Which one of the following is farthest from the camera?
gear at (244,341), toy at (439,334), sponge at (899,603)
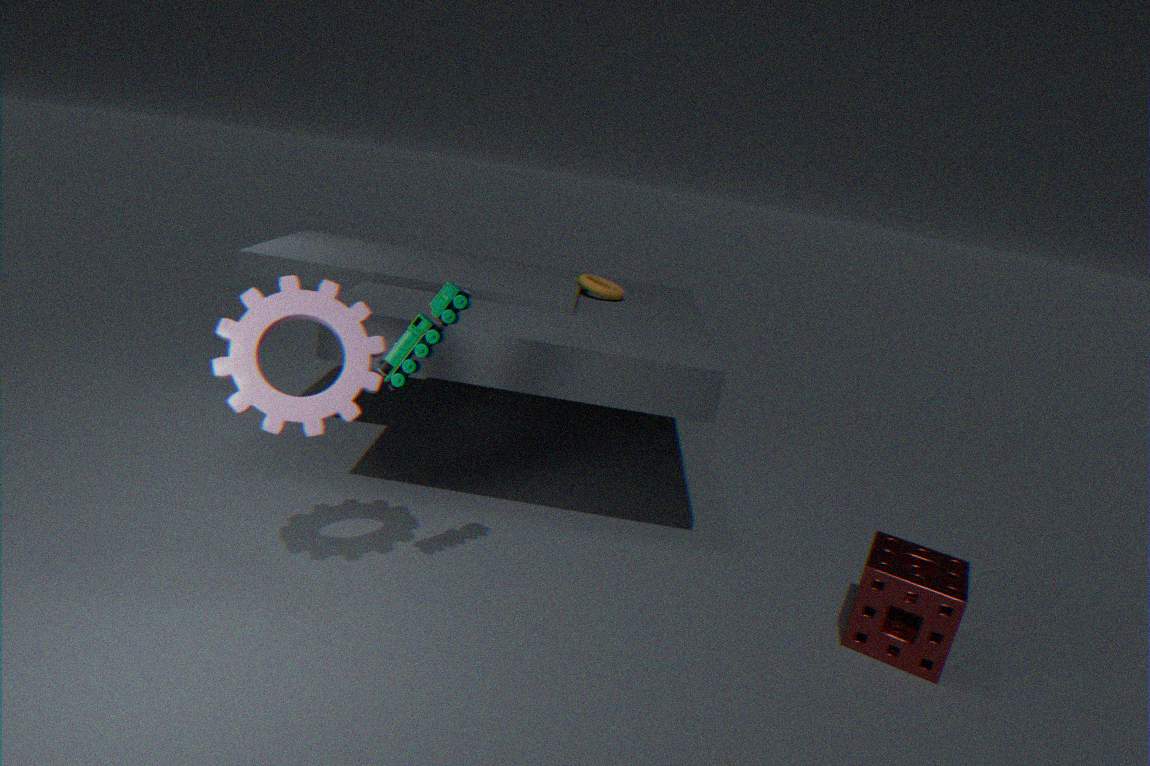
sponge at (899,603)
